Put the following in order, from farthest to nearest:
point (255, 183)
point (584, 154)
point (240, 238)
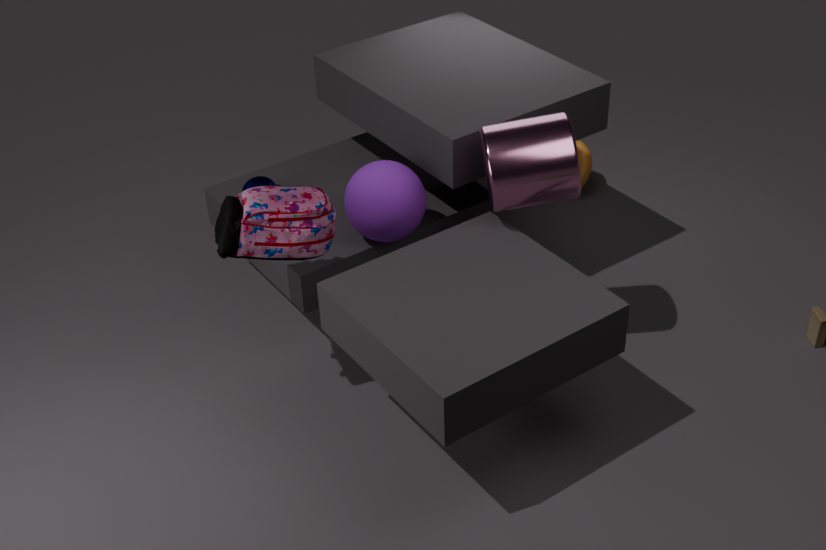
point (584, 154), point (255, 183), point (240, 238)
